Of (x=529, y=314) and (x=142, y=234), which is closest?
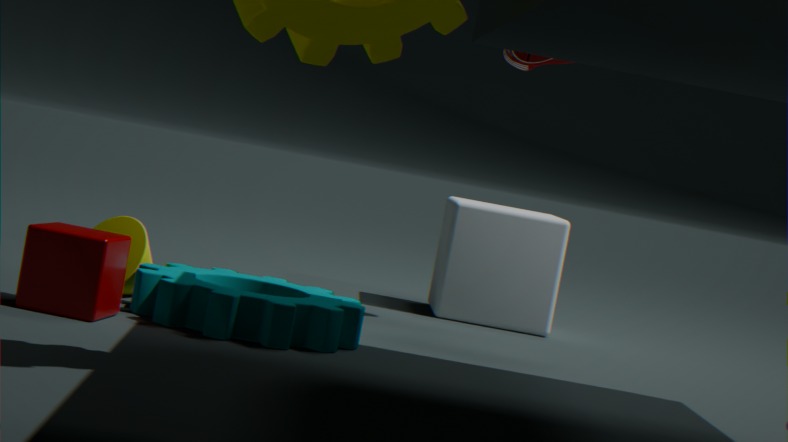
(x=142, y=234)
